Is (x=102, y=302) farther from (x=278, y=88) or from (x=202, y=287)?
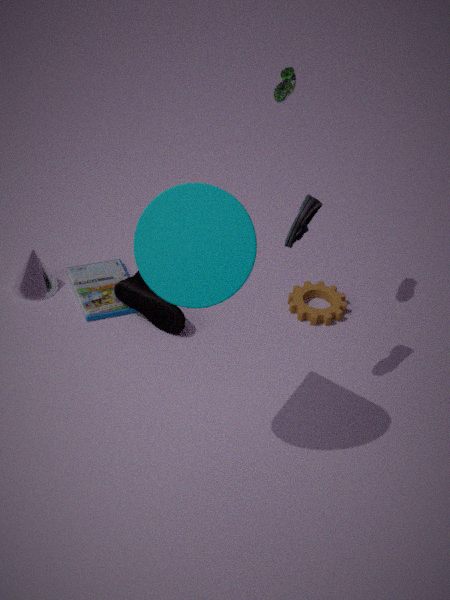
(x=278, y=88)
